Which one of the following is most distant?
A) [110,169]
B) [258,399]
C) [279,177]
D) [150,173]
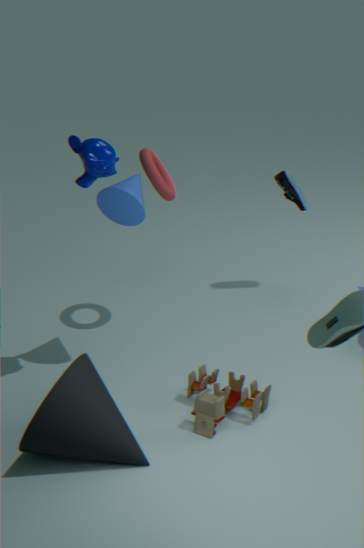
[279,177]
